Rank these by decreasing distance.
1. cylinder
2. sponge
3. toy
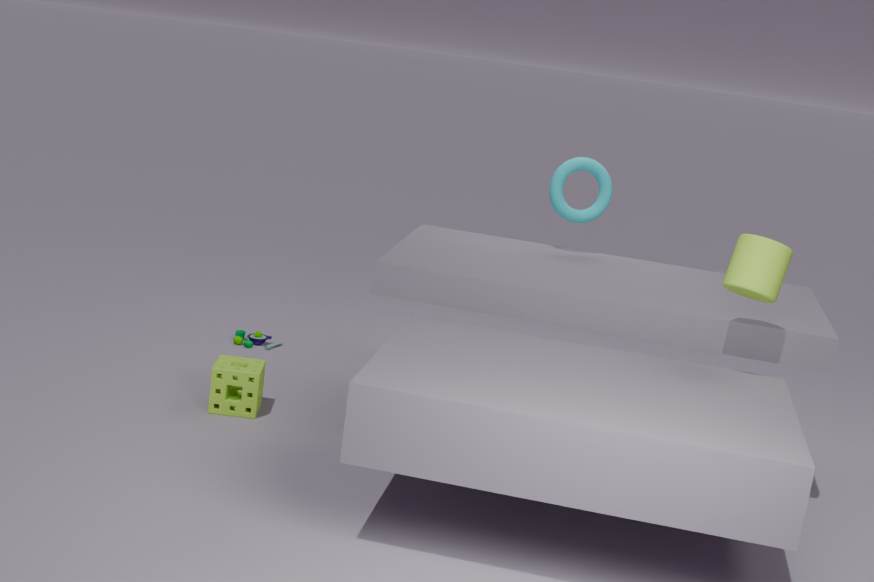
toy
sponge
cylinder
